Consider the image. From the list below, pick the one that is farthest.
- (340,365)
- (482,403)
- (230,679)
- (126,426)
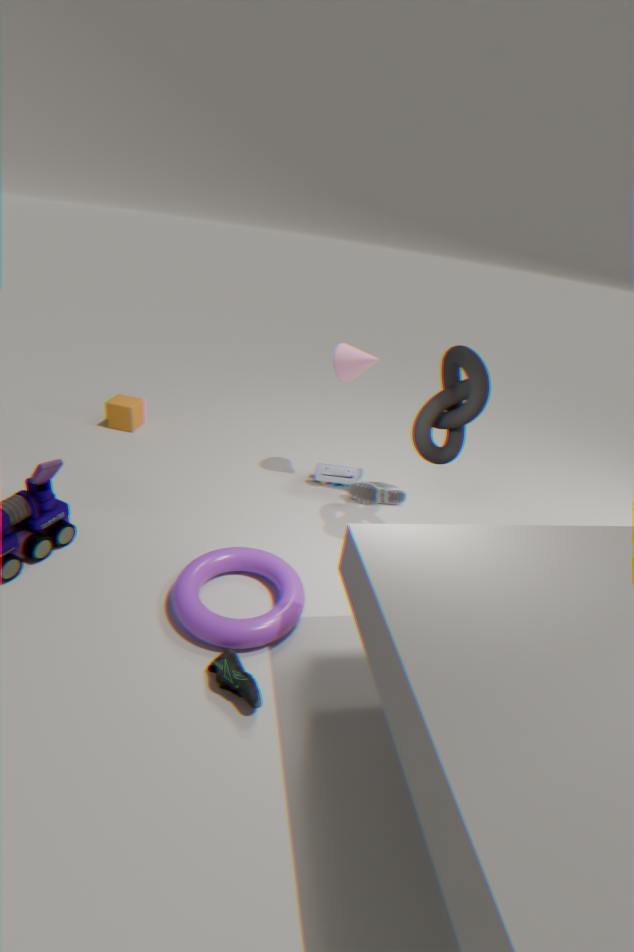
(126,426)
